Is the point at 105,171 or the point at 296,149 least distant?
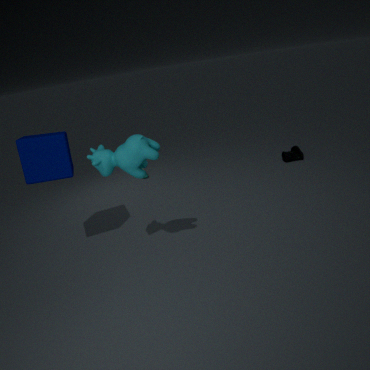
the point at 105,171
